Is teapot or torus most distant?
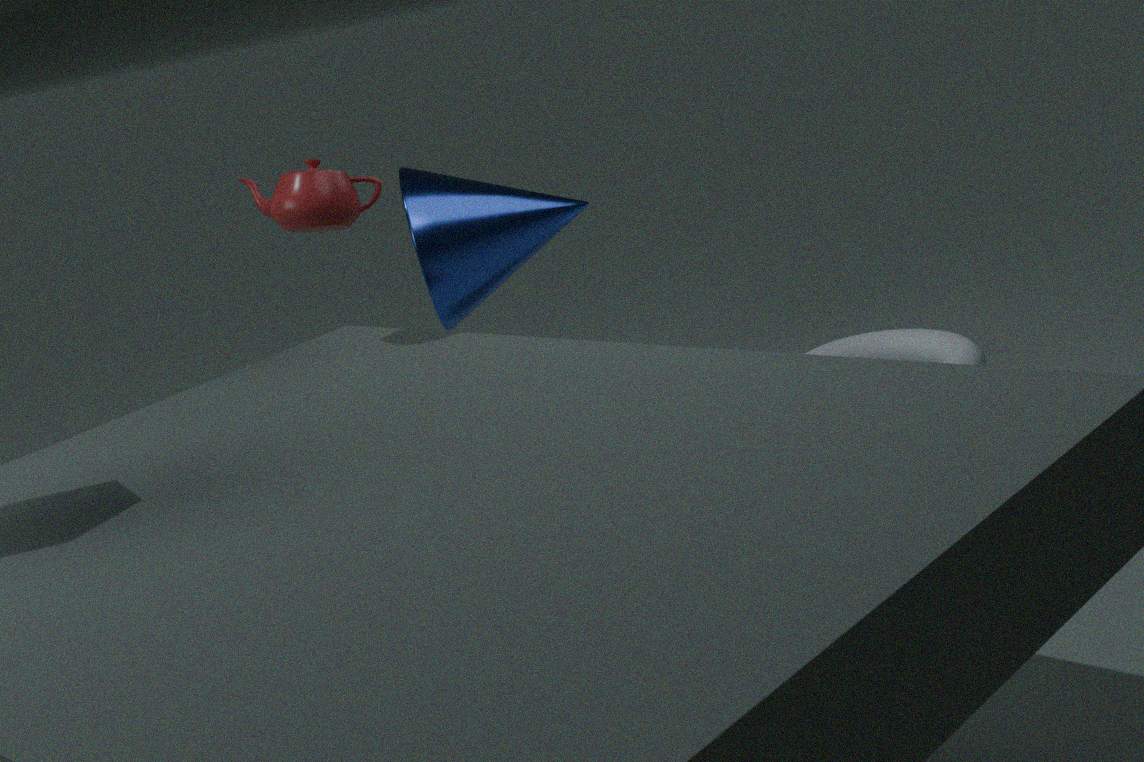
torus
